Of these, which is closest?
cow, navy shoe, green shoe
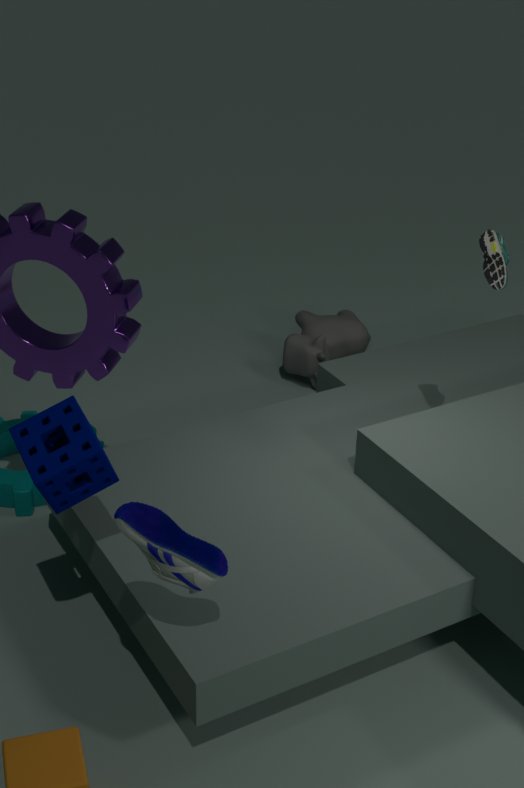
navy shoe
